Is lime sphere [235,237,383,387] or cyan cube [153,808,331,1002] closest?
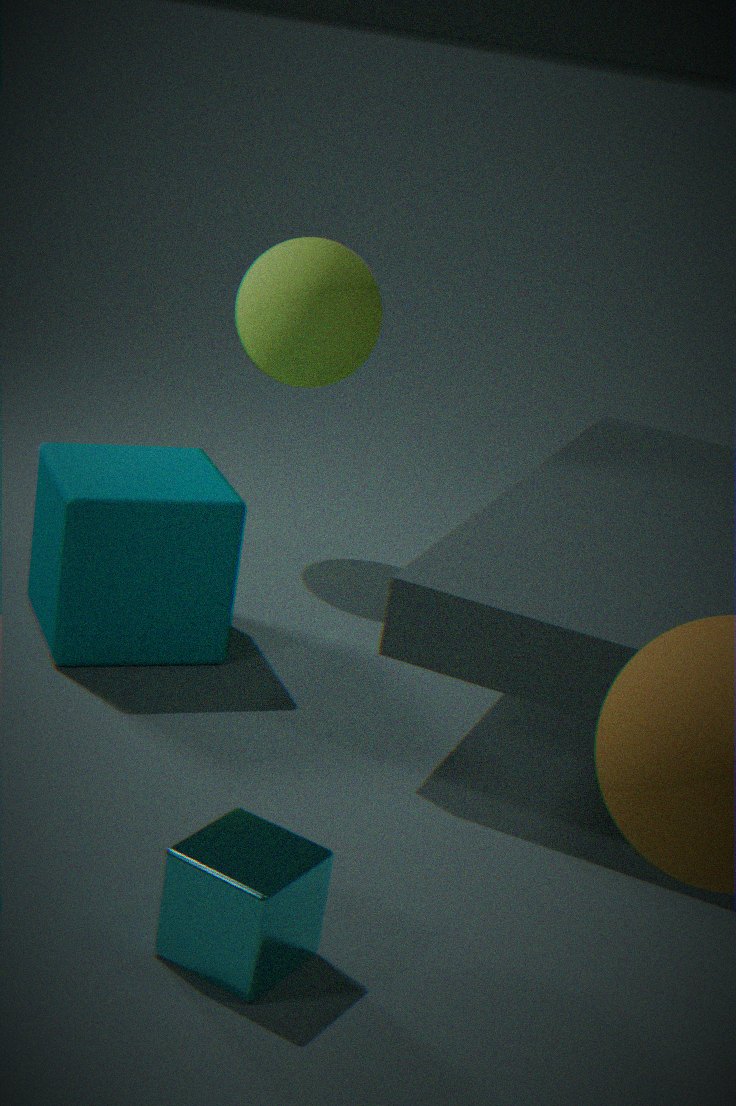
cyan cube [153,808,331,1002]
